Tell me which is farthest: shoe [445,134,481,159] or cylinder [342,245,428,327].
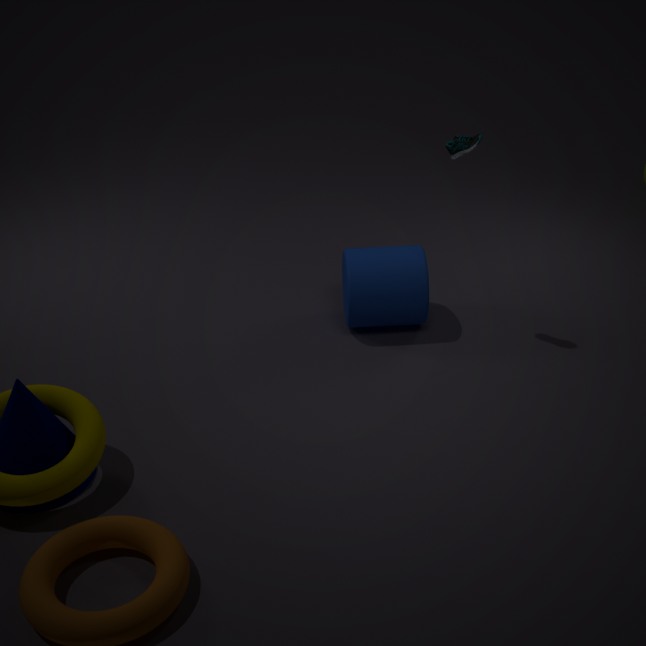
cylinder [342,245,428,327]
